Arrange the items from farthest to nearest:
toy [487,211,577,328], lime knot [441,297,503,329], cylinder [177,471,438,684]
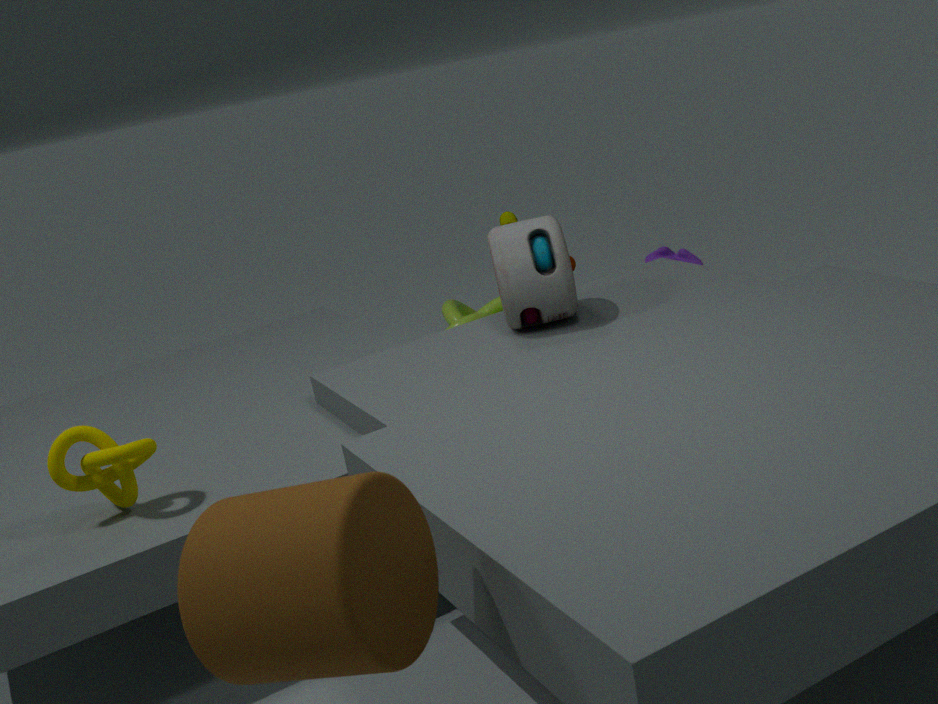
lime knot [441,297,503,329] < toy [487,211,577,328] < cylinder [177,471,438,684]
